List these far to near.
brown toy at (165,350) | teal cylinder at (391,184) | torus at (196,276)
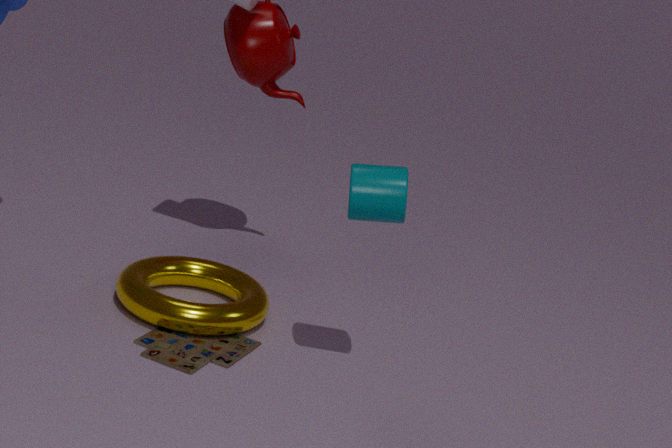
torus at (196,276), brown toy at (165,350), teal cylinder at (391,184)
